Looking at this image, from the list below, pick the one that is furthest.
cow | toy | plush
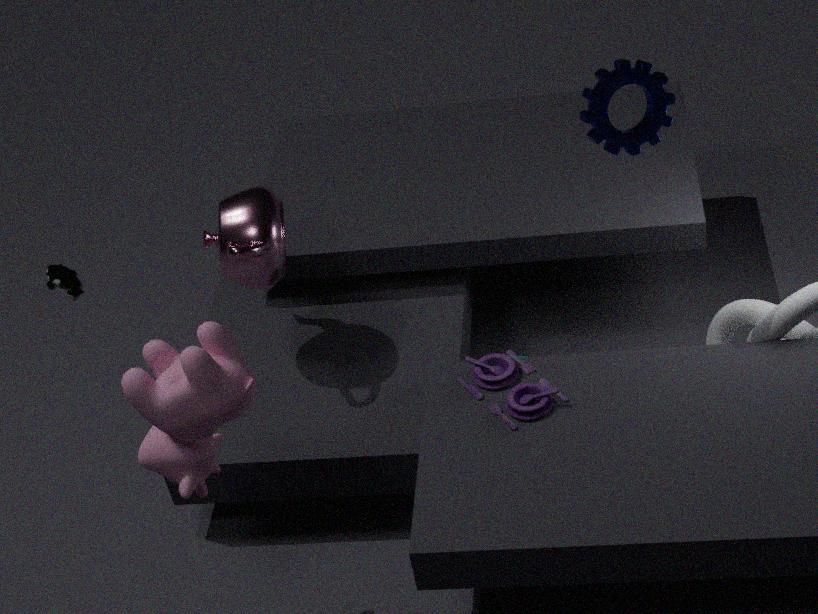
plush
